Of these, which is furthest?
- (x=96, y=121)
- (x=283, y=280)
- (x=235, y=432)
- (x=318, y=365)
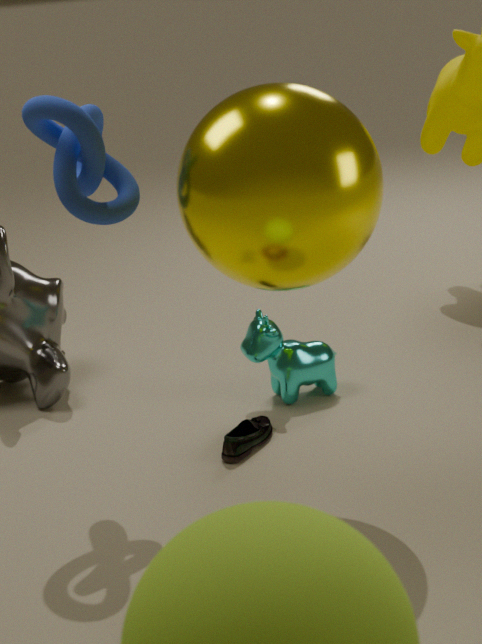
(x=318, y=365)
